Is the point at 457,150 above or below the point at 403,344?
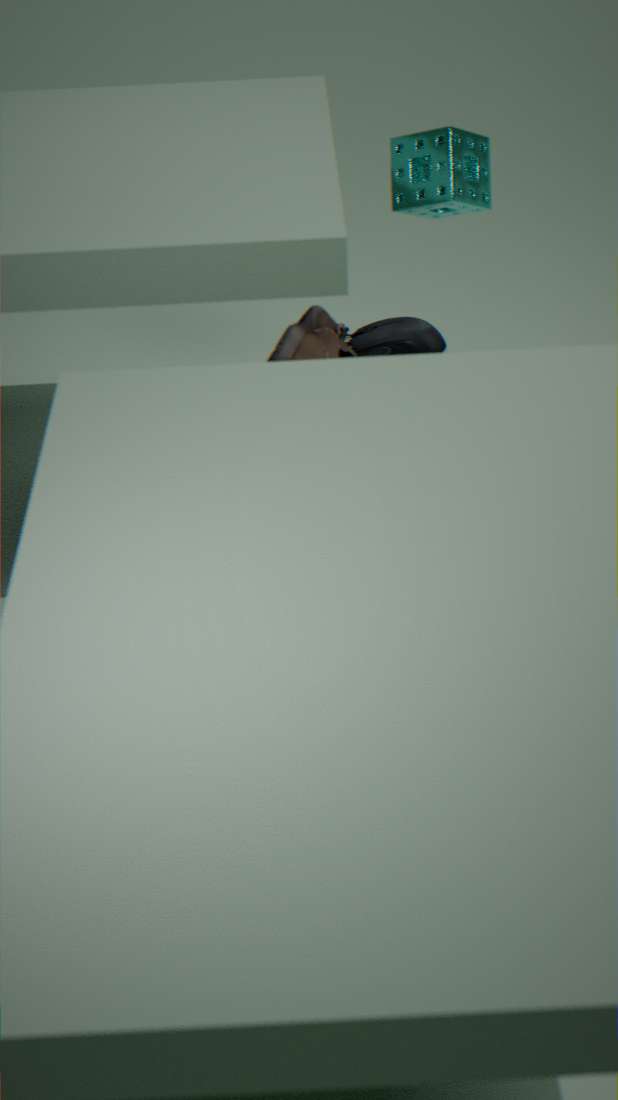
above
